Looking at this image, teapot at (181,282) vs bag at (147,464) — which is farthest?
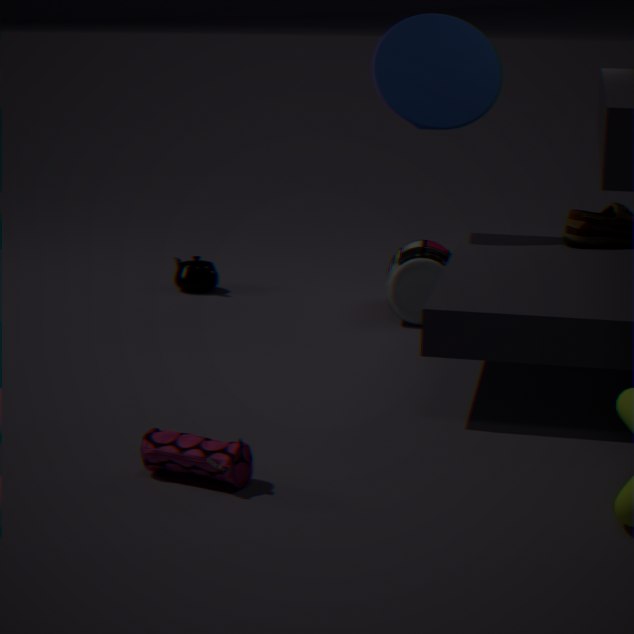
teapot at (181,282)
